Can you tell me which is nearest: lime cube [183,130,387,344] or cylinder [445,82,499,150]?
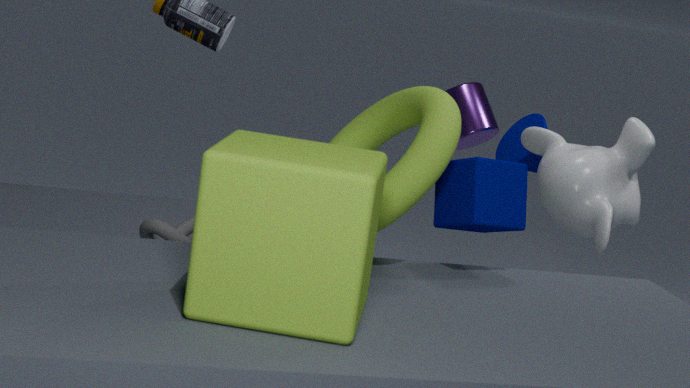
lime cube [183,130,387,344]
